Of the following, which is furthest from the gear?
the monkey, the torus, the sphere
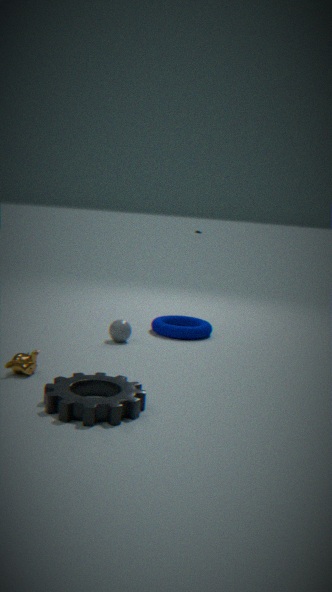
the torus
